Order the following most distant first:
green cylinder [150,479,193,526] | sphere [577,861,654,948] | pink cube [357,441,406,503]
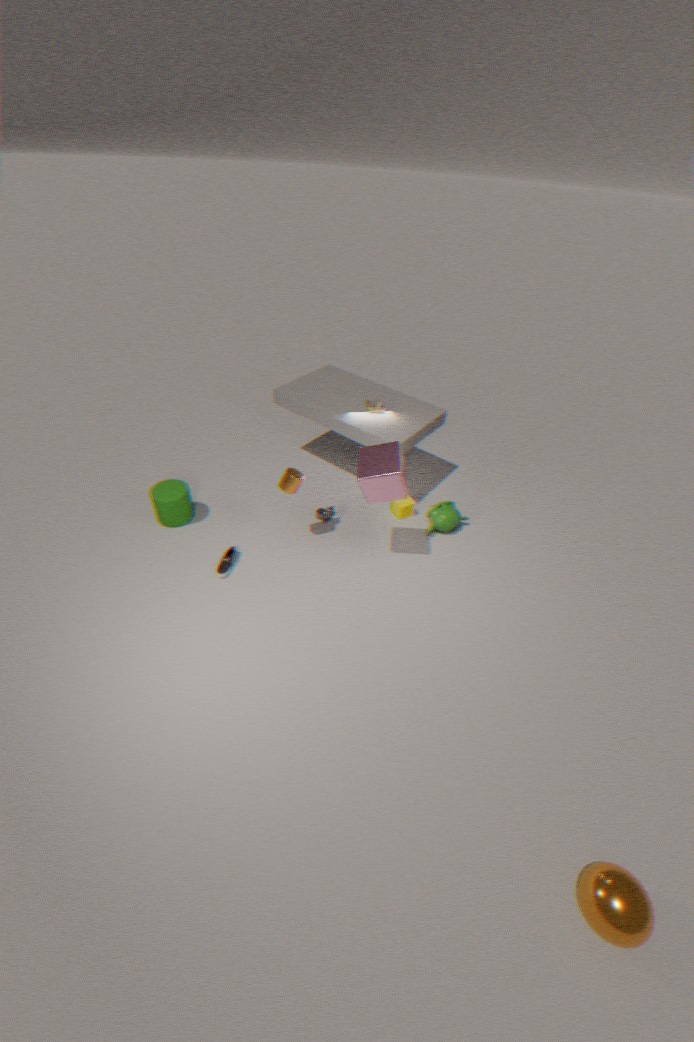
1. green cylinder [150,479,193,526]
2. pink cube [357,441,406,503]
3. sphere [577,861,654,948]
